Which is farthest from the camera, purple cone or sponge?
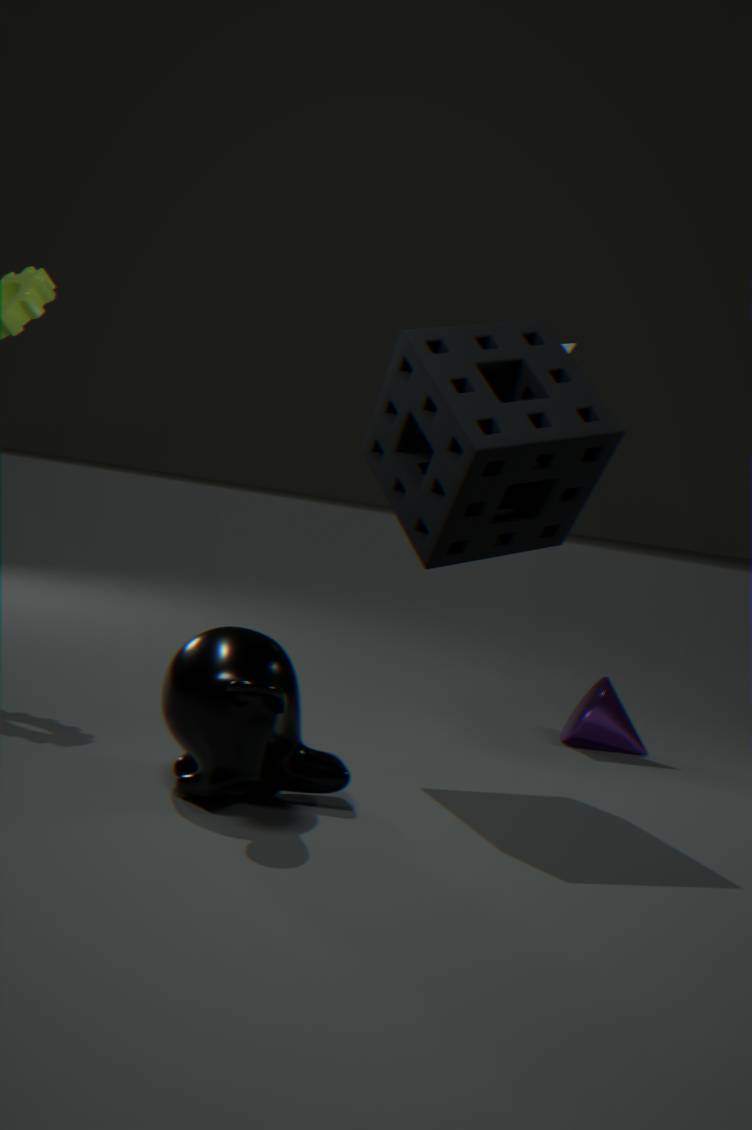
purple cone
